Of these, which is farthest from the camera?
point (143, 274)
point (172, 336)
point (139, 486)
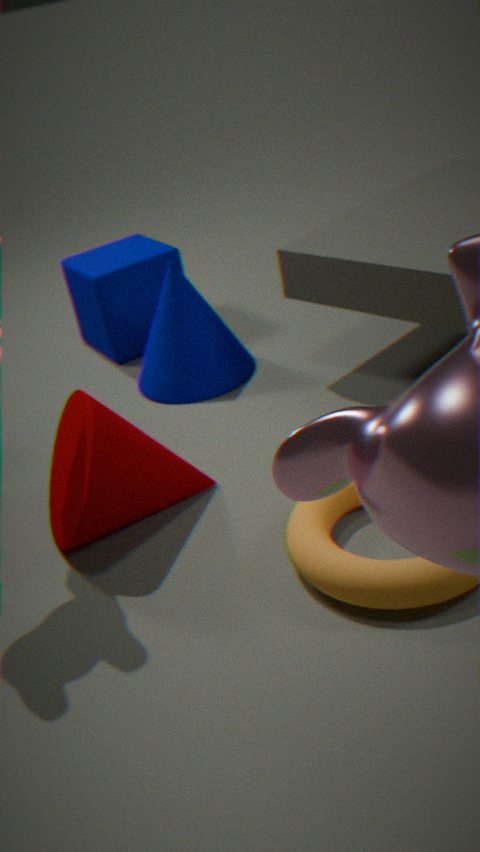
point (143, 274)
